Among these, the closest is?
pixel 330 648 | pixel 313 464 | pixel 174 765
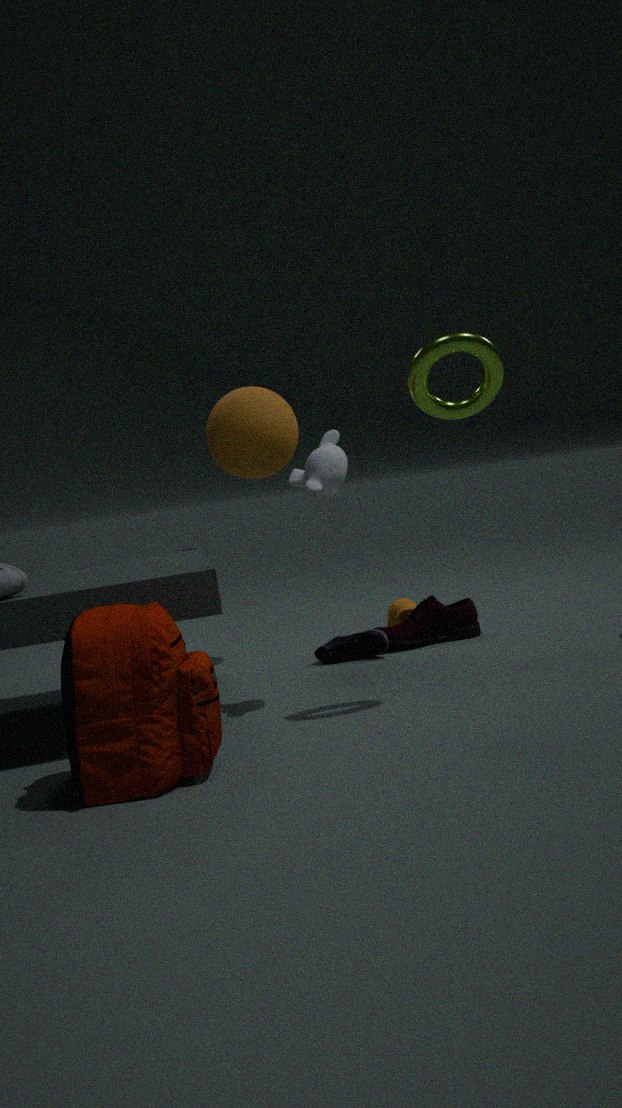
pixel 174 765
